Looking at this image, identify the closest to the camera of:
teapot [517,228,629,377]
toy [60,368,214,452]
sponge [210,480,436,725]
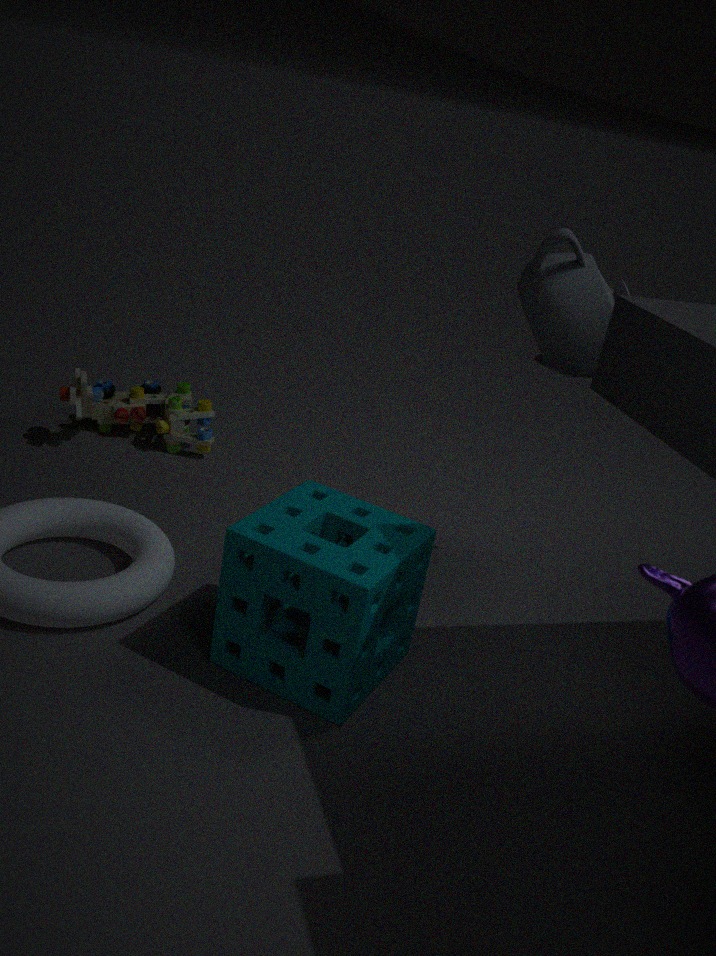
sponge [210,480,436,725]
